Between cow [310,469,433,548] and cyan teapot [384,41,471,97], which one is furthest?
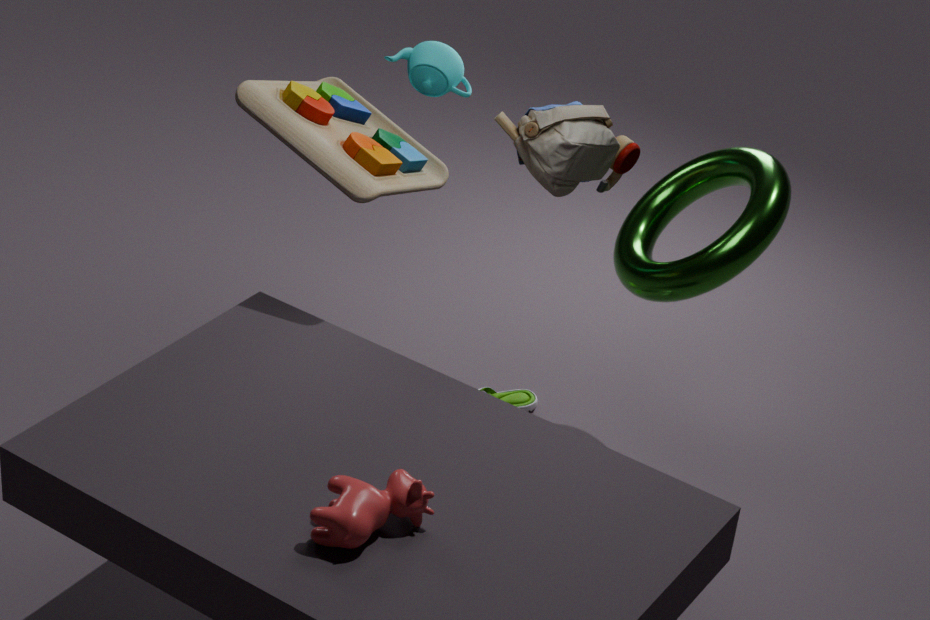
cyan teapot [384,41,471,97]
